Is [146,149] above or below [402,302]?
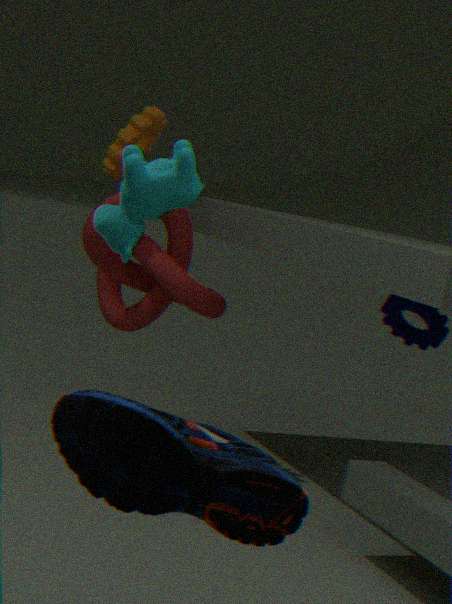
above
